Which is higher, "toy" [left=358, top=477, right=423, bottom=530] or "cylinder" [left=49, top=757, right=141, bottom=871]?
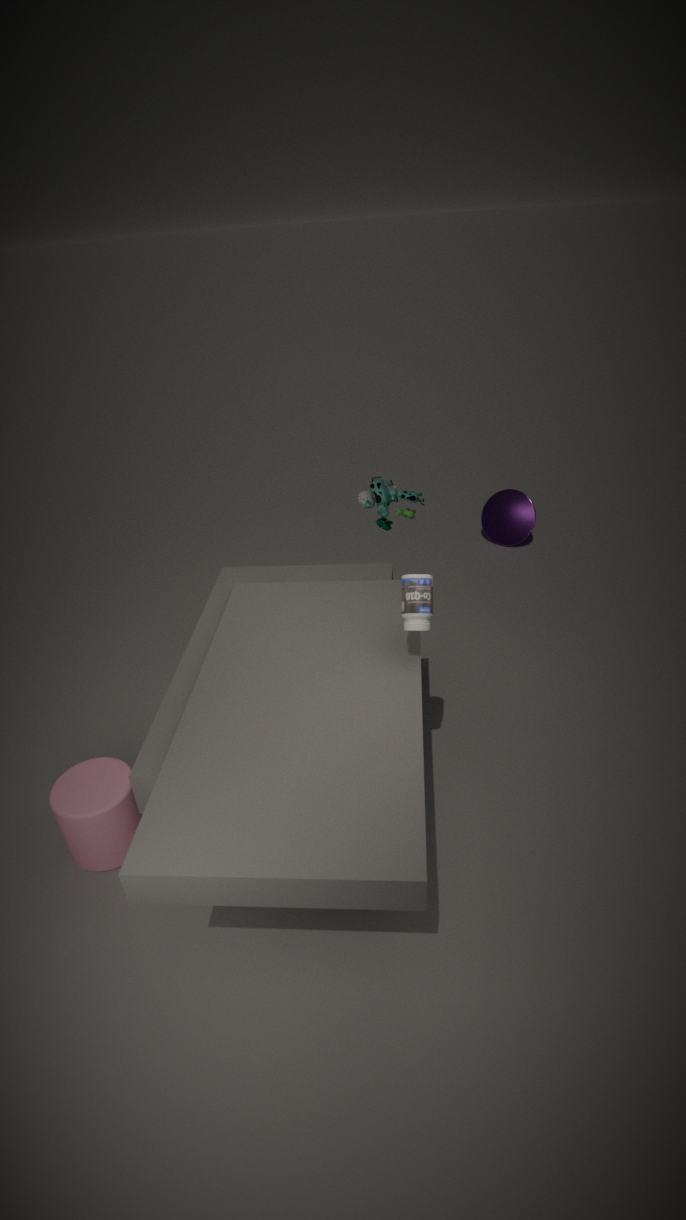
"toy" [left=358, top=477, right=423, bottom=530]
